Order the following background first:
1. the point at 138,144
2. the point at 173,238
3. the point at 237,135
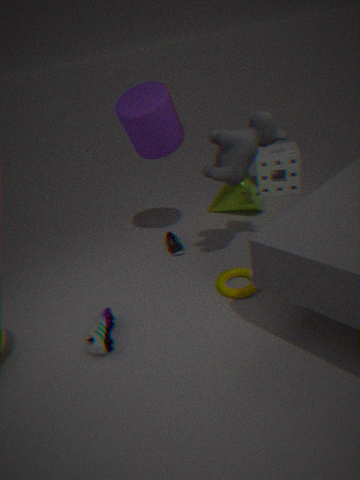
the point at 173,238, the point at 138,144, the point at 237,135
